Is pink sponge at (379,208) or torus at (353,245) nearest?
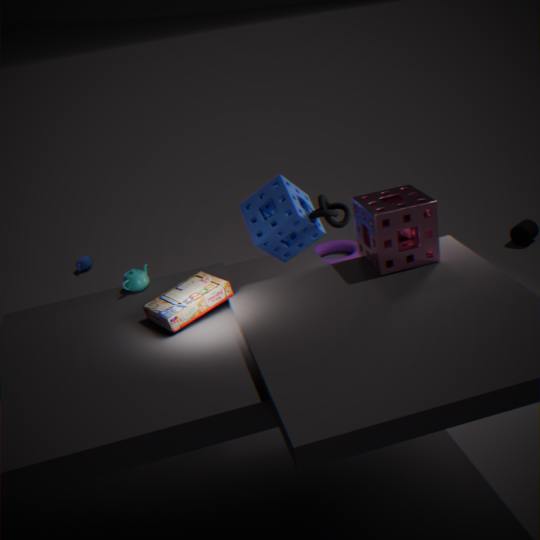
pink sponge at (379,208)
